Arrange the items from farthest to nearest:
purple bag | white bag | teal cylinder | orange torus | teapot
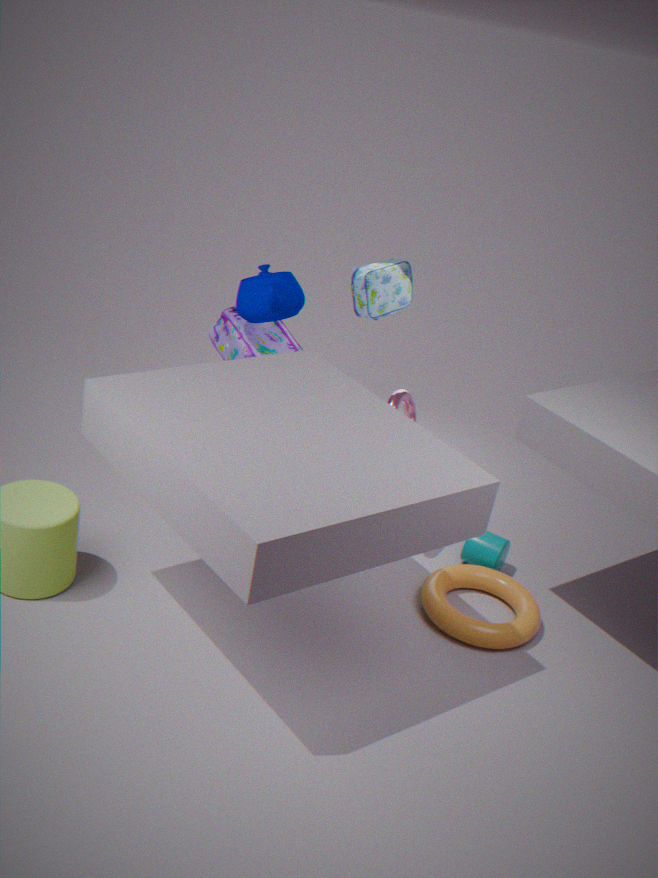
white bag < purple bag < teal cylinder < teapot < orange torus
